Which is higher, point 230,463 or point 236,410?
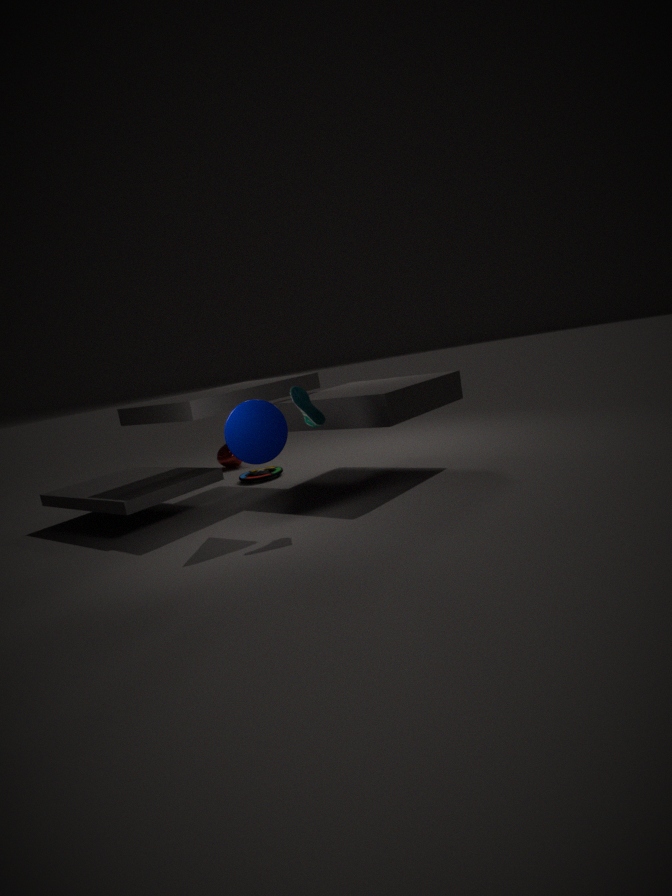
point 236,410
